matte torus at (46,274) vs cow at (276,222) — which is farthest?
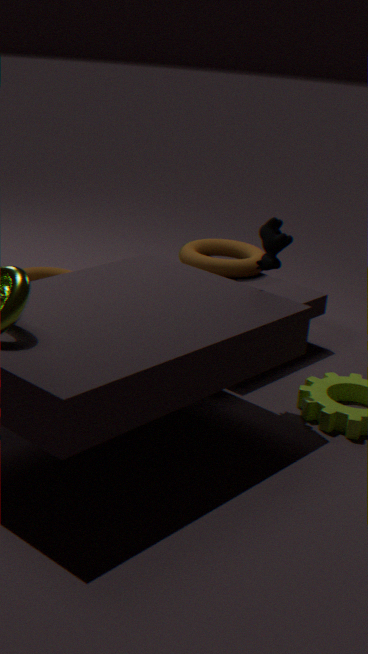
matte torus at (46,274)
